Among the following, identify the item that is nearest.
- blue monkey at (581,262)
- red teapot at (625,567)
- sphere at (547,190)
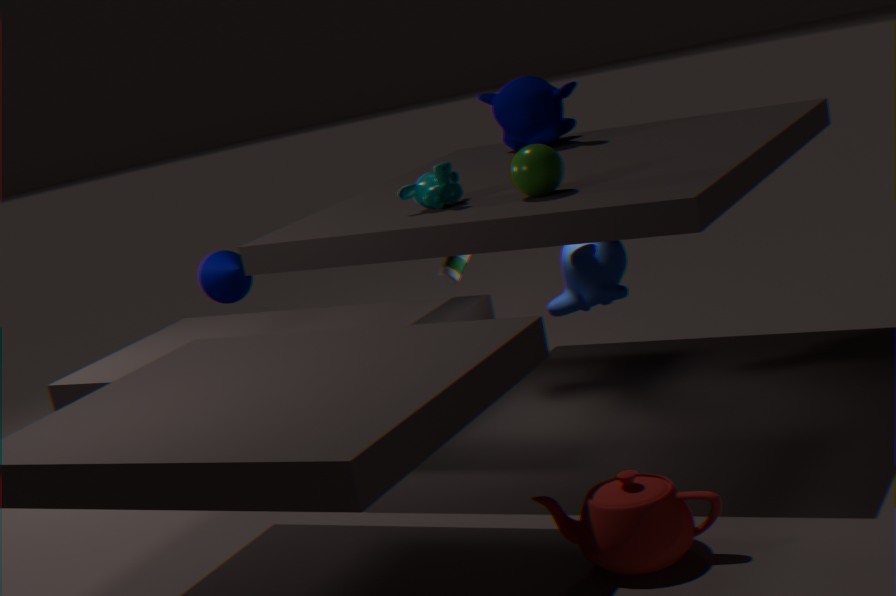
red teapot at (625,567)
